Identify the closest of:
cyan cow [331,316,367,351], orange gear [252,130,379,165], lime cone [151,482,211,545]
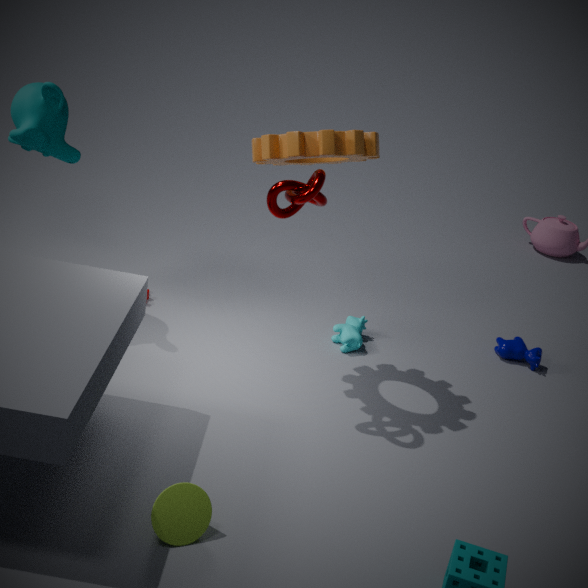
lime cone [151,482,211,545]
